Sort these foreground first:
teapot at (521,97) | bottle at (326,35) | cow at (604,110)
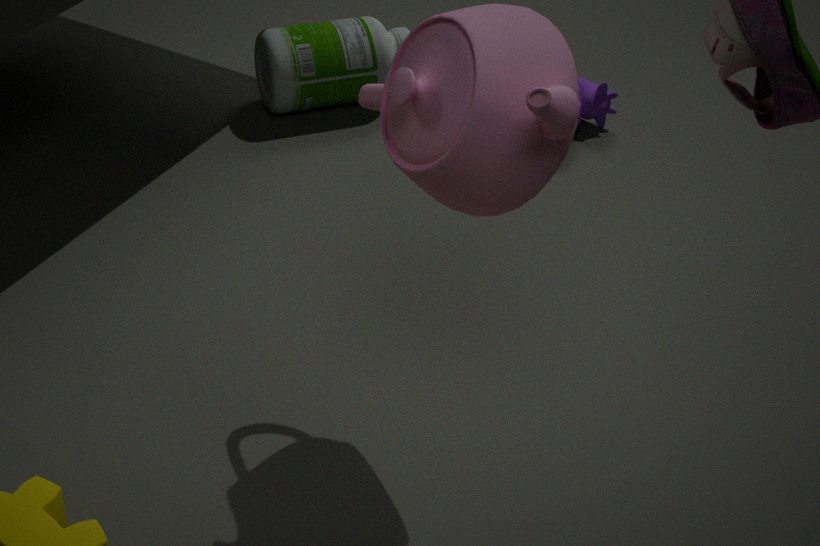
teapot at (521,97) → bottle at (326,35) → cow at (604,110)
